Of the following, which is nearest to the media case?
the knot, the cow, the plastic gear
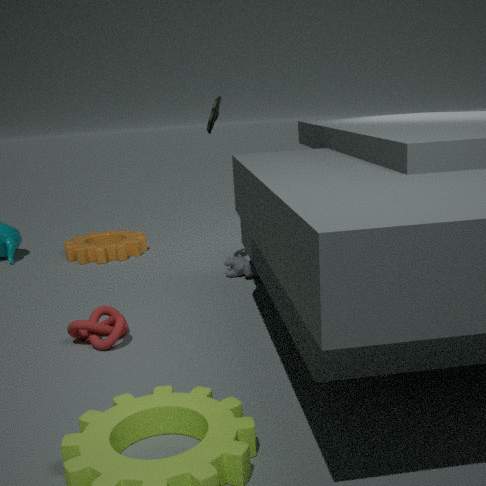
the cow
